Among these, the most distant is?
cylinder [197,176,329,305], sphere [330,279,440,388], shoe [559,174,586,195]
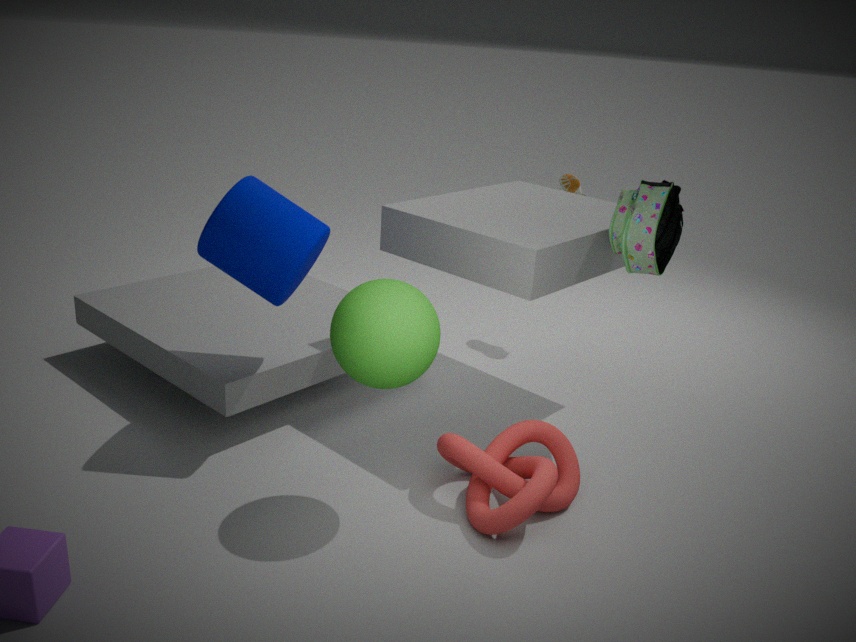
shoe [559,174,586,195]
